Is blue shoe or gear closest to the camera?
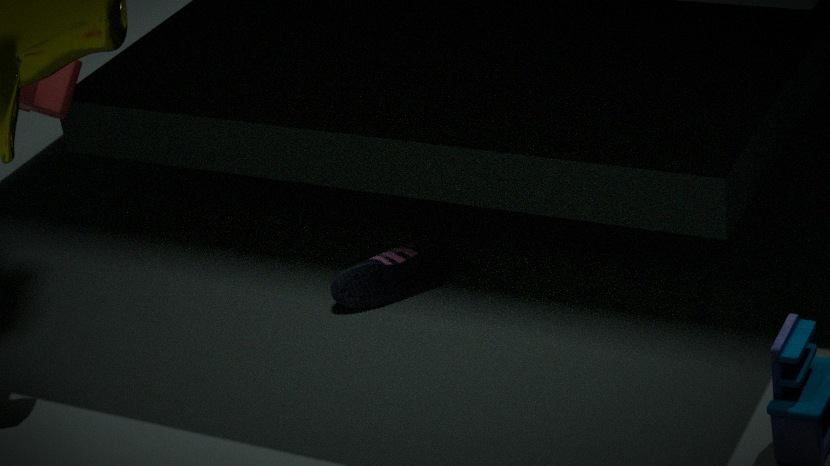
gear
